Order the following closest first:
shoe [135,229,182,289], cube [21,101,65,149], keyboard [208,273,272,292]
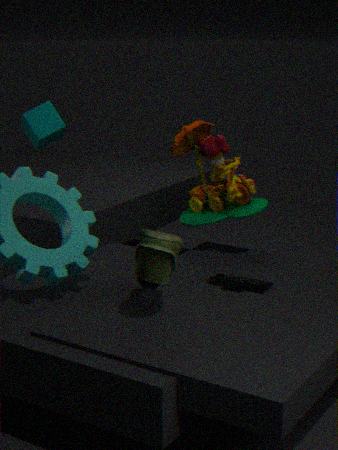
1. shoe [135,229,182,289]
2. keyboard [208,273,272,292]
3. cube [21,101,65,149]
